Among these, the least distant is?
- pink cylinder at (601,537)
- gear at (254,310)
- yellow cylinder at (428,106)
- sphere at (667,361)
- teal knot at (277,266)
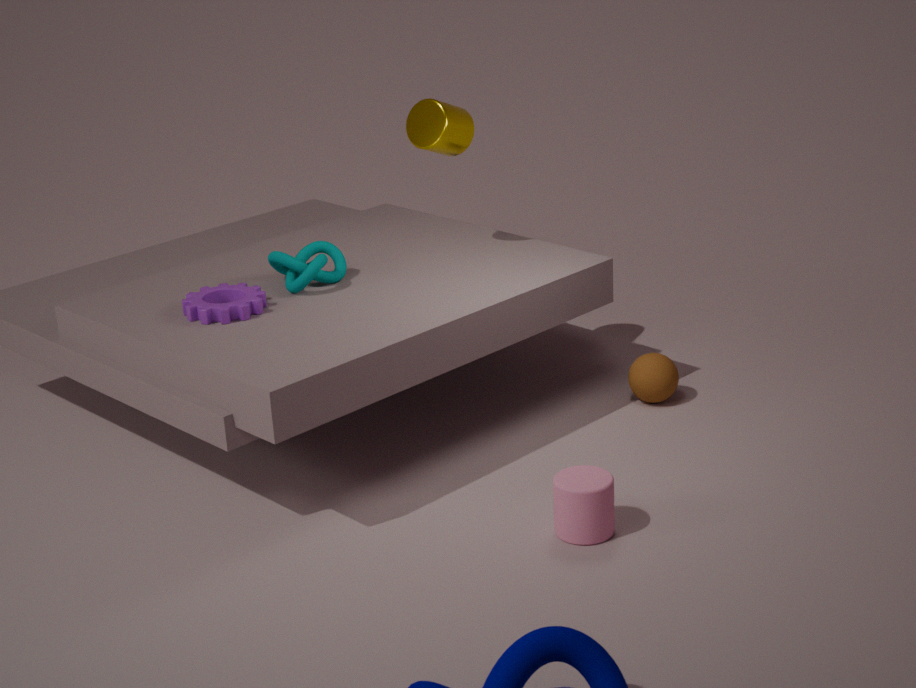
pink cylinder at (601,537)
